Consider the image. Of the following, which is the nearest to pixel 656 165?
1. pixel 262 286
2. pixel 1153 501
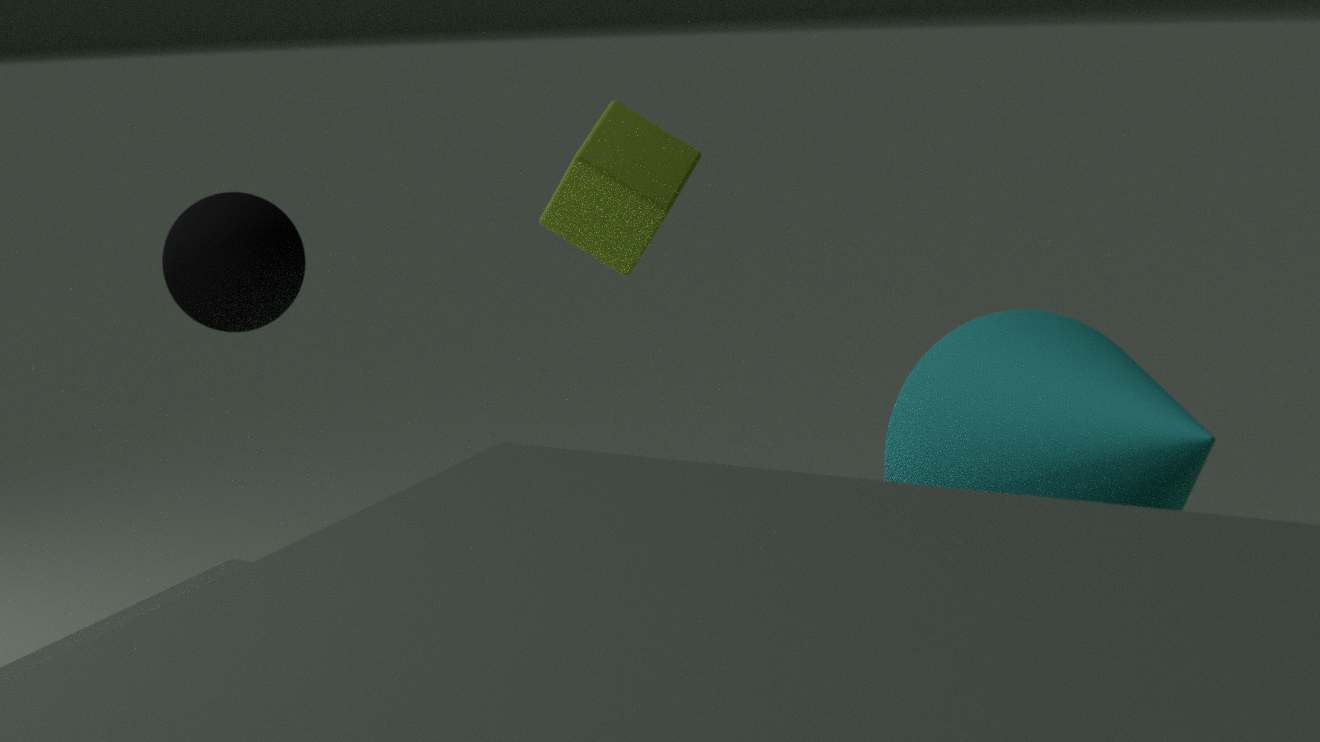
pixel 262 286
